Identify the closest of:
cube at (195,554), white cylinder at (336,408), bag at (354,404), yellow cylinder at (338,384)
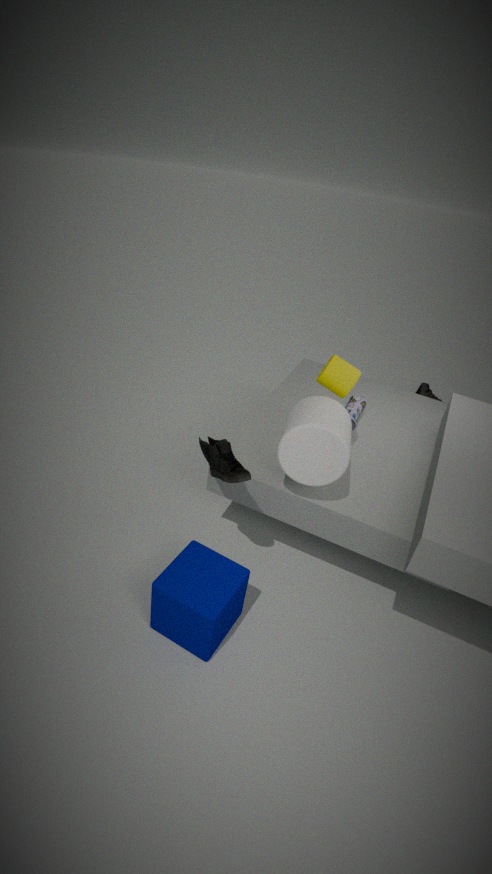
cube at (195,554)
